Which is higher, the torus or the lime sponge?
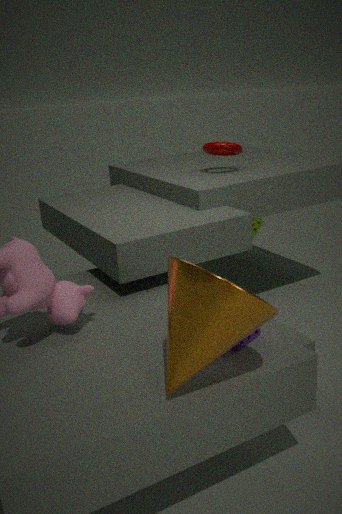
the torus
